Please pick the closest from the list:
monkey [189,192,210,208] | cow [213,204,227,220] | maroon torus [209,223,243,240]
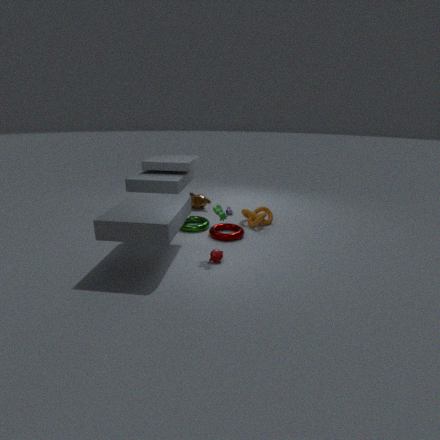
cow [213,204,227,220]
